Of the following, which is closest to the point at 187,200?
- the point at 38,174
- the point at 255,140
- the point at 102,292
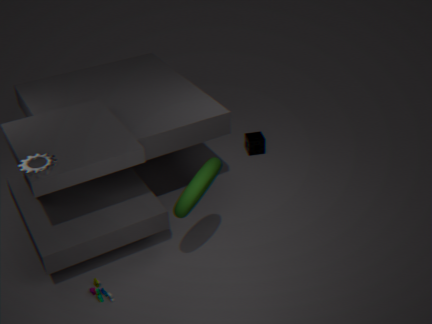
the point at 102,292
